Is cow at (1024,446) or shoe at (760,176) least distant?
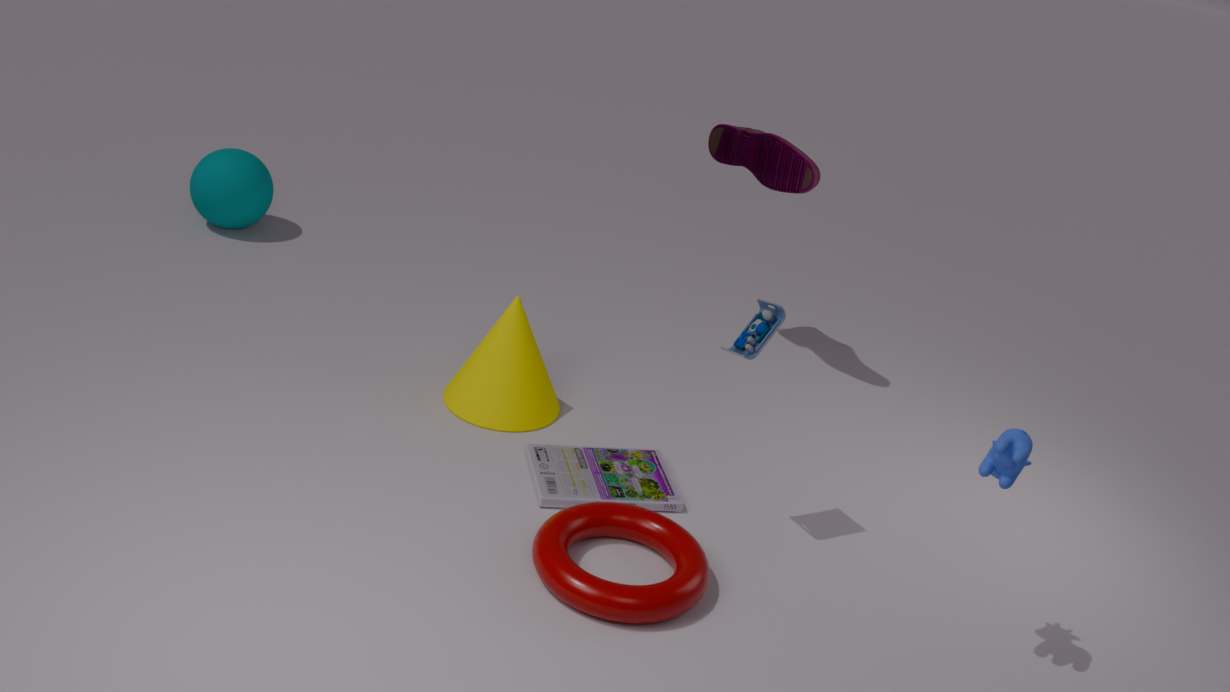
cow at (1024,446)
